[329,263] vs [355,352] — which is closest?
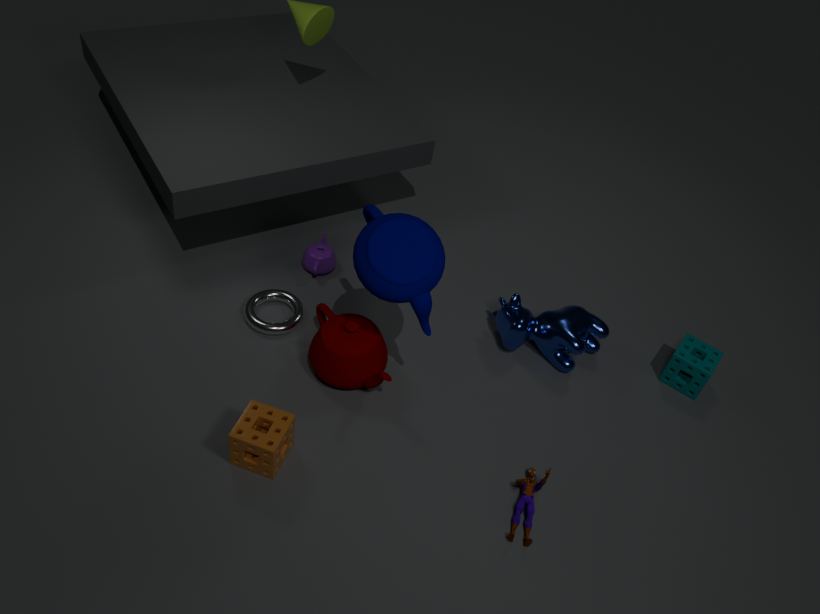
[355,352]
